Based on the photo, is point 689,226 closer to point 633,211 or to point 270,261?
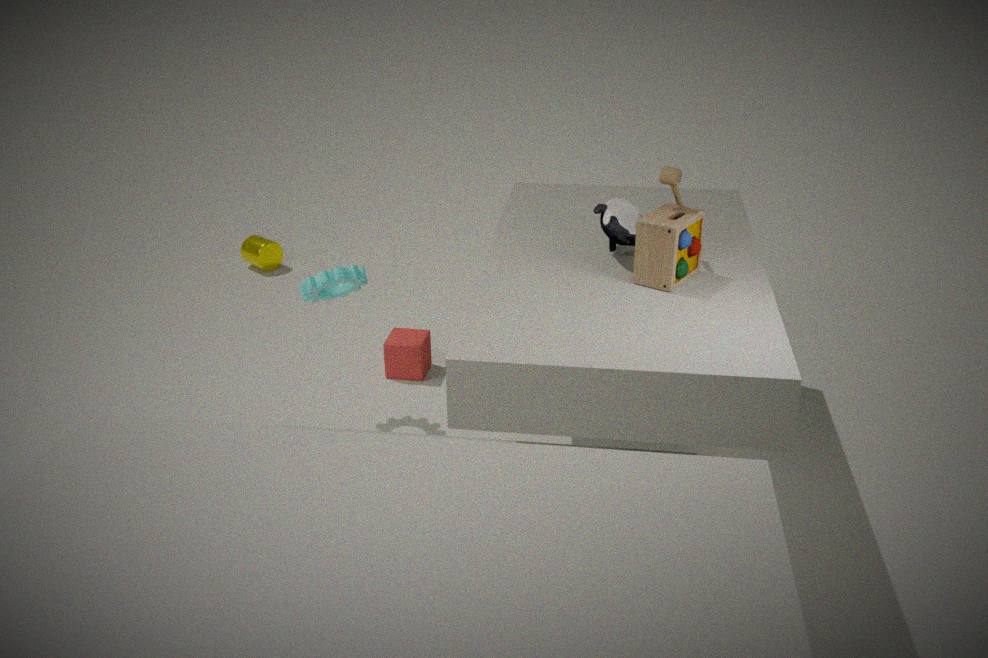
point 633,211
